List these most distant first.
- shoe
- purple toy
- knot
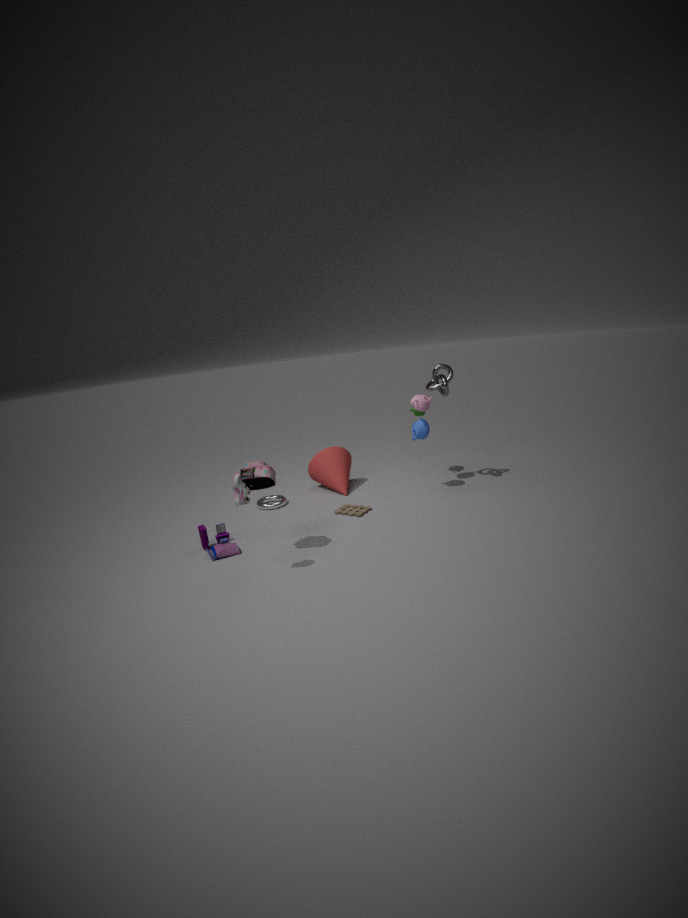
knot
purple toy
shoe
